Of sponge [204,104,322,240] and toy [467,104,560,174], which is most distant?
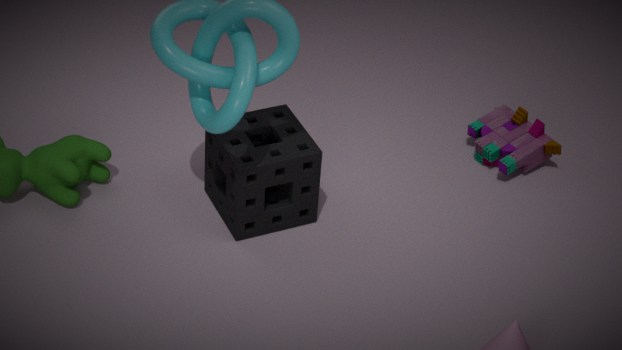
toy [467,104,560,174]
